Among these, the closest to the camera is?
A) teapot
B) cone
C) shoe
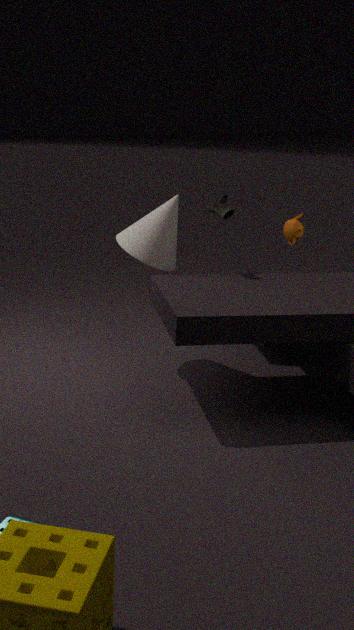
shoe
